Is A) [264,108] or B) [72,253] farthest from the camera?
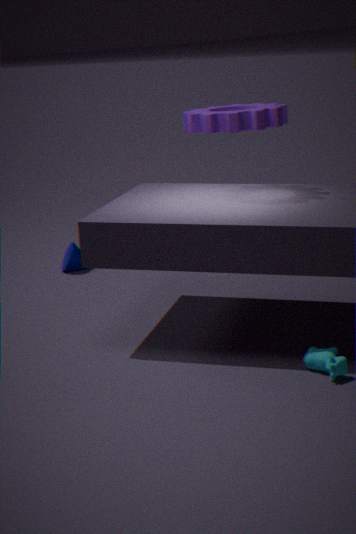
B. [72,253]
